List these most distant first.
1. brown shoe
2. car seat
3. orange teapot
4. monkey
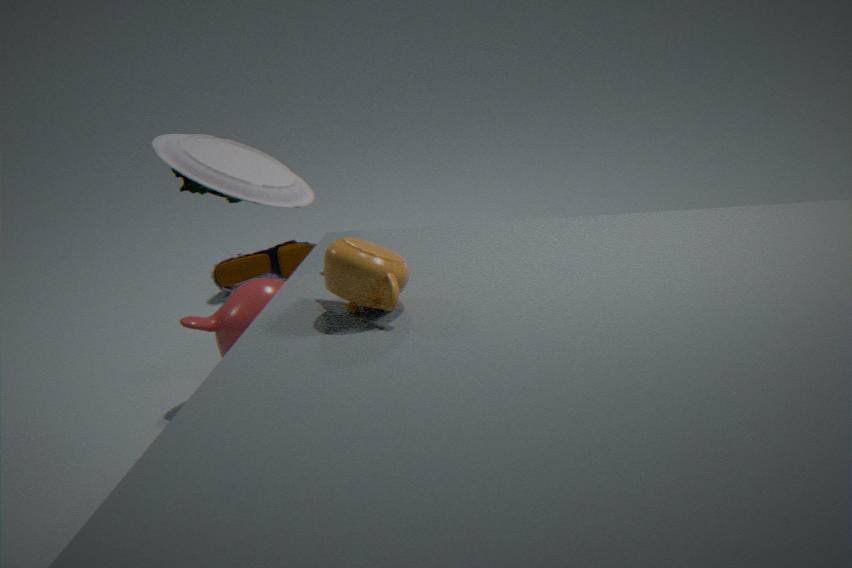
1. brown shoe
2. monkey
3. car seat
4. orange teapot
